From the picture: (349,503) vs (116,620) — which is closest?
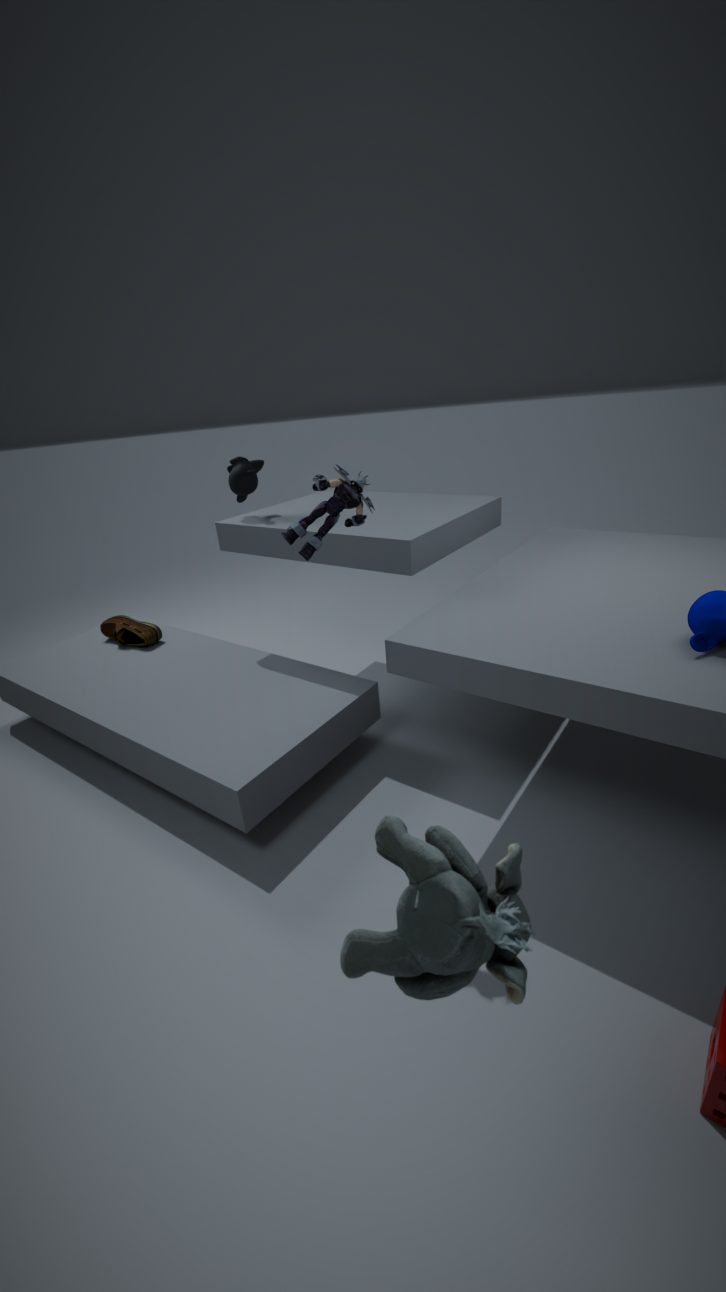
(349,503)
